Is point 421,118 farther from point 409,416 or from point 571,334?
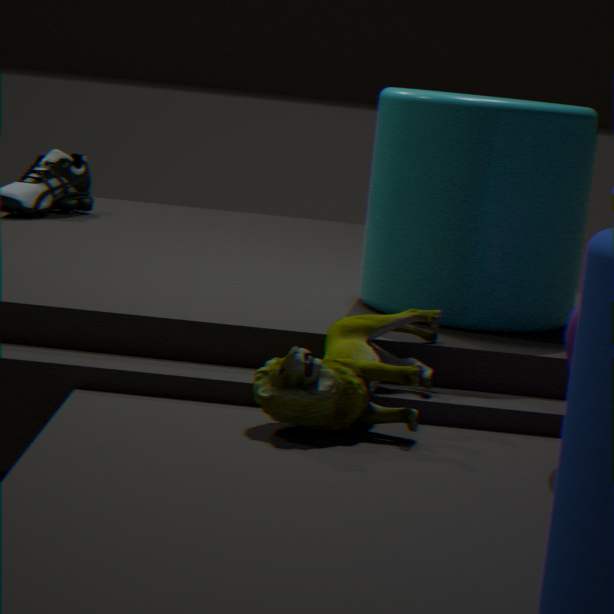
point 571,334
